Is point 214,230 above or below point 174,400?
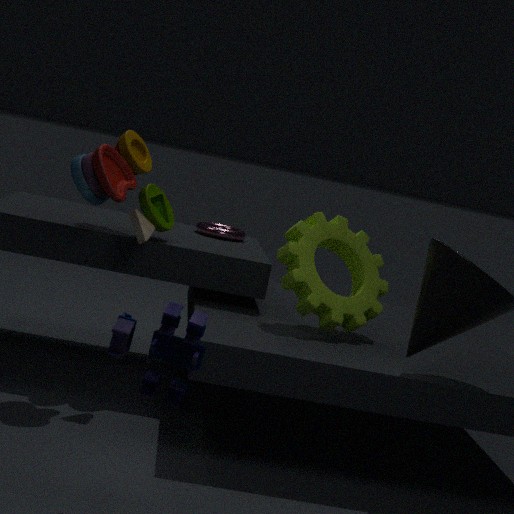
above
